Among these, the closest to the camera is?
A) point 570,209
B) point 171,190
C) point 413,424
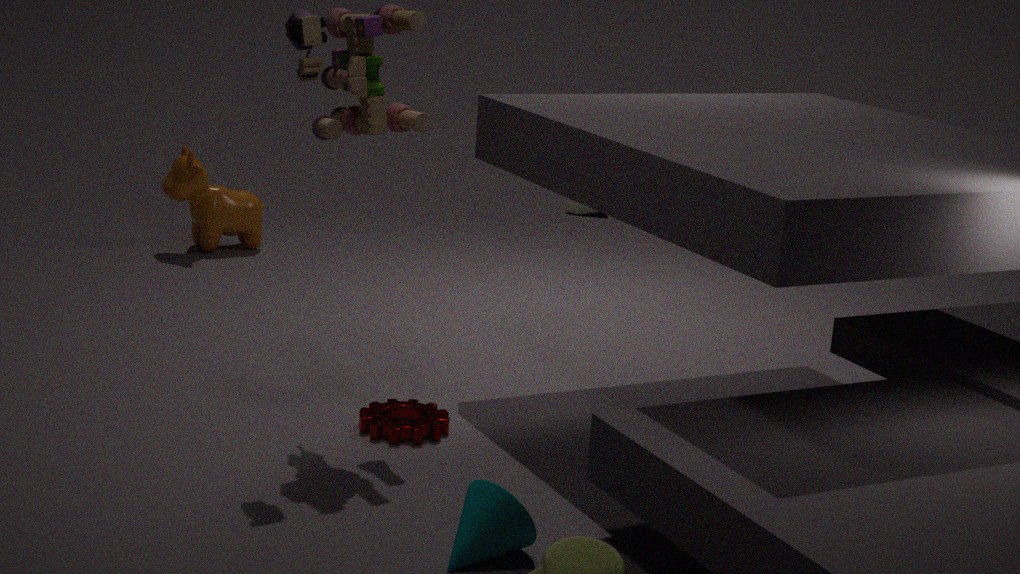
point 413,424
